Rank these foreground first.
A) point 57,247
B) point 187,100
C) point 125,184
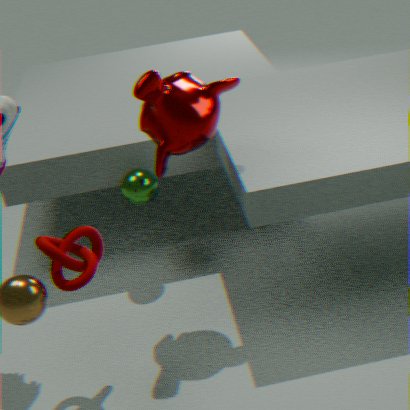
point 57,247 < point 187,100 < point 125,184
